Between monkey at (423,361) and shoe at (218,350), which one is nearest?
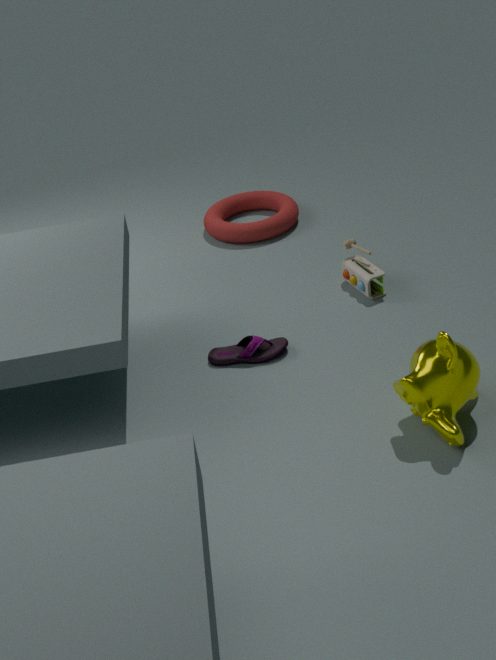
monkey at (423,361)
